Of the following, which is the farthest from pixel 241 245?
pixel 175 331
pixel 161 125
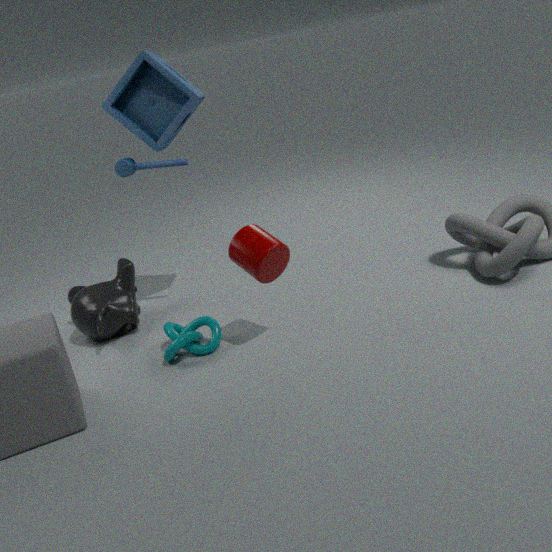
pixel 161 125
